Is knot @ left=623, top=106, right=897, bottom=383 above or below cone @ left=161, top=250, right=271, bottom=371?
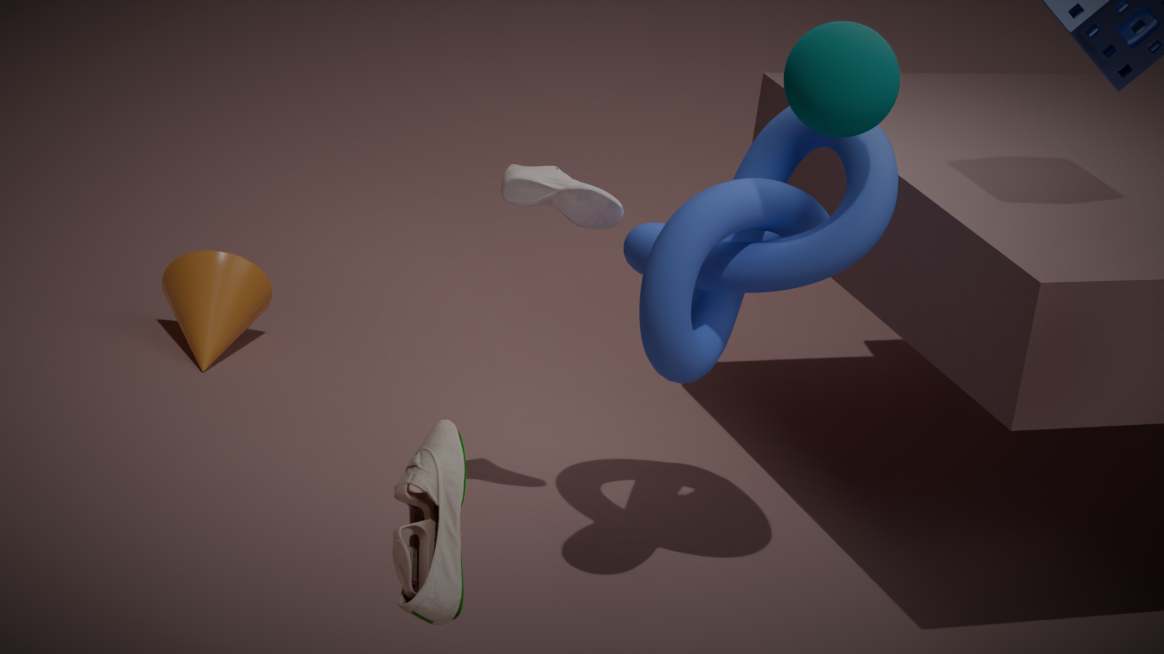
above
